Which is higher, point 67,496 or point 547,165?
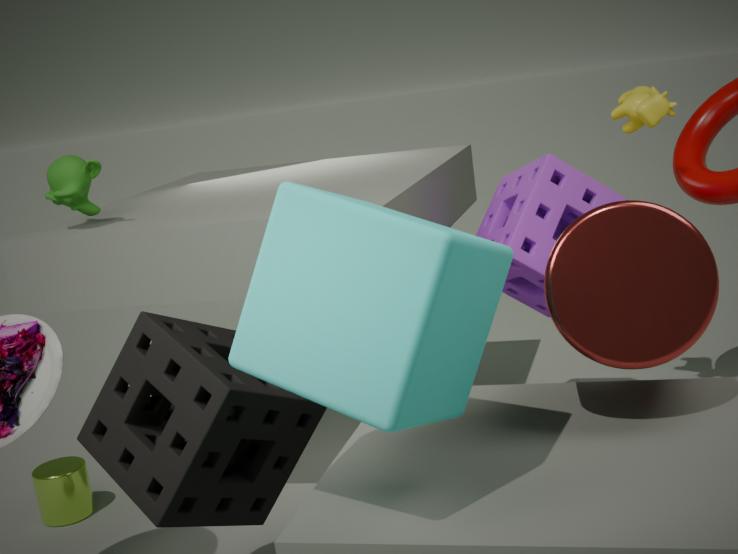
point 547,165
